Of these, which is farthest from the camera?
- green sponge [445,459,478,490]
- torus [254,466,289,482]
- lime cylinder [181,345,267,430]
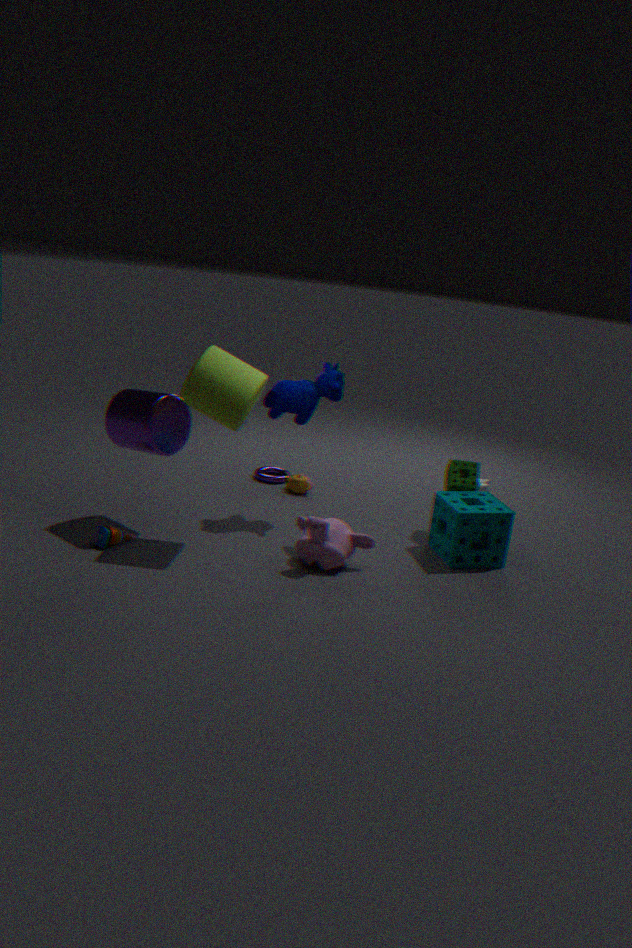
torus [254,466,289,482]
